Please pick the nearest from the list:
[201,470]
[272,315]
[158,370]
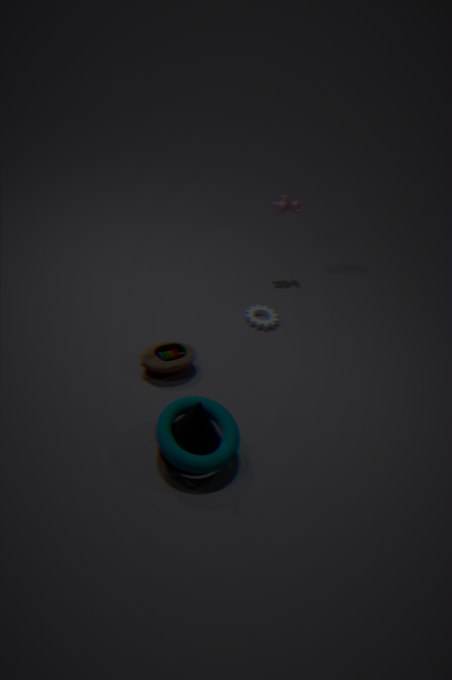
[201,470]
